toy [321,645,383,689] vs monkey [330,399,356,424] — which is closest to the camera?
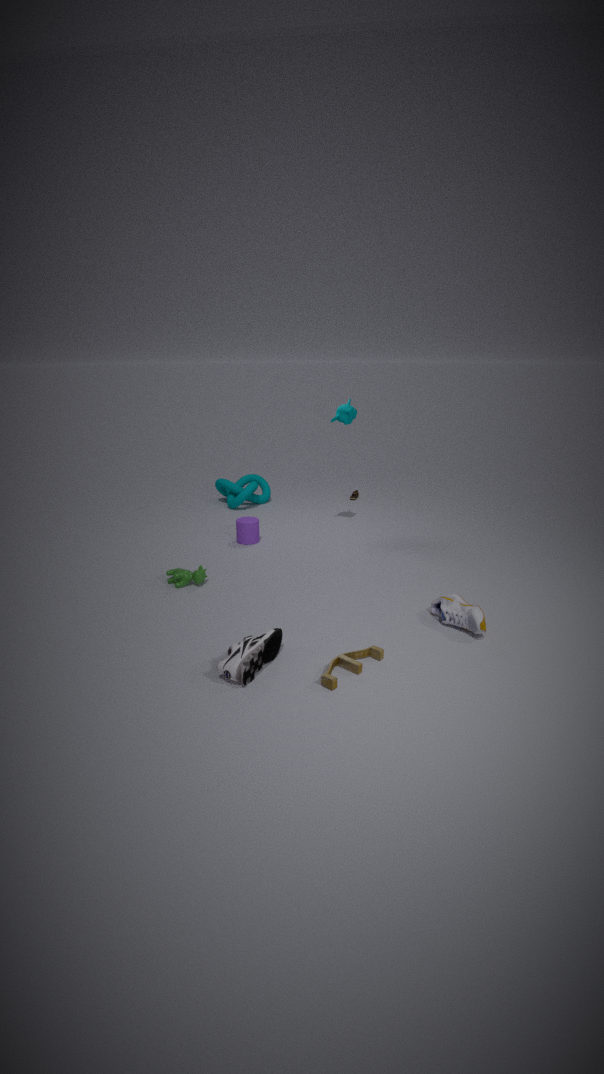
toy [321,645,383,689]
